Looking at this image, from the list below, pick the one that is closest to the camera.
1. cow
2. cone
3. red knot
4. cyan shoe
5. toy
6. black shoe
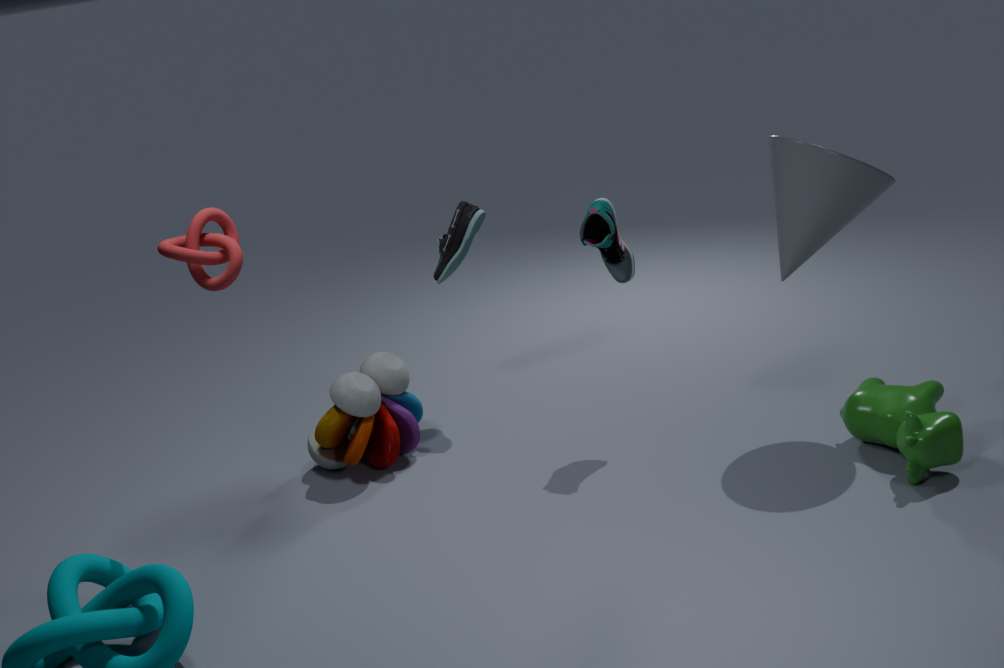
red knot
